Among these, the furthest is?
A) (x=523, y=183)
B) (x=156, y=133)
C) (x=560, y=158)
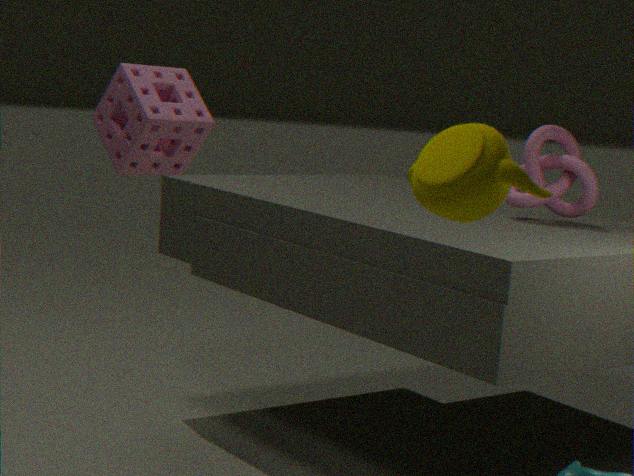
(x=560, y=158)
